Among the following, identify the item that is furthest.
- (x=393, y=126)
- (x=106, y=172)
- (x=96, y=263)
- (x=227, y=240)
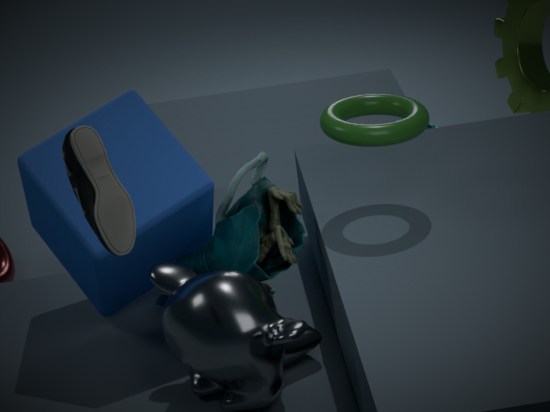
(x=227, y=240)
